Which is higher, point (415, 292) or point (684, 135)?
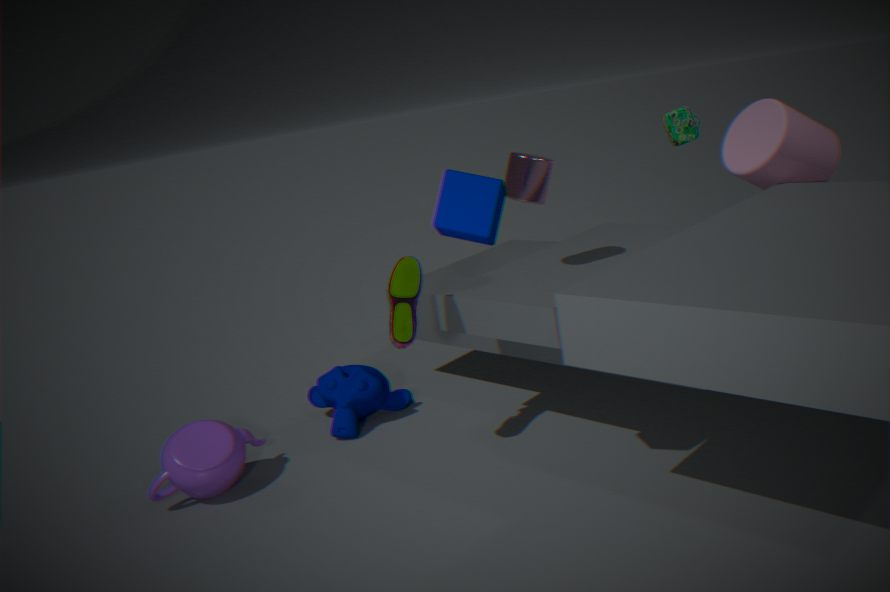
point (684, 135)
